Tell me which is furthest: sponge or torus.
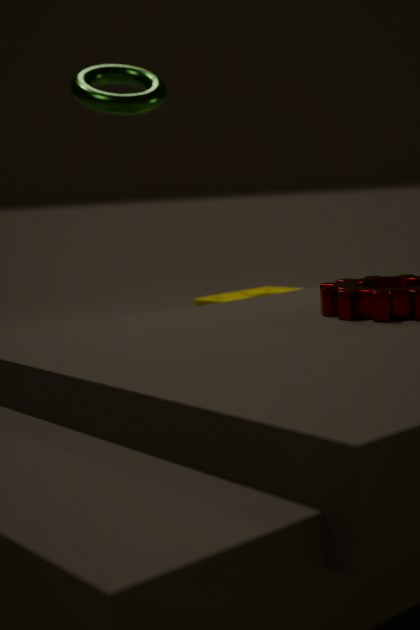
sponge
